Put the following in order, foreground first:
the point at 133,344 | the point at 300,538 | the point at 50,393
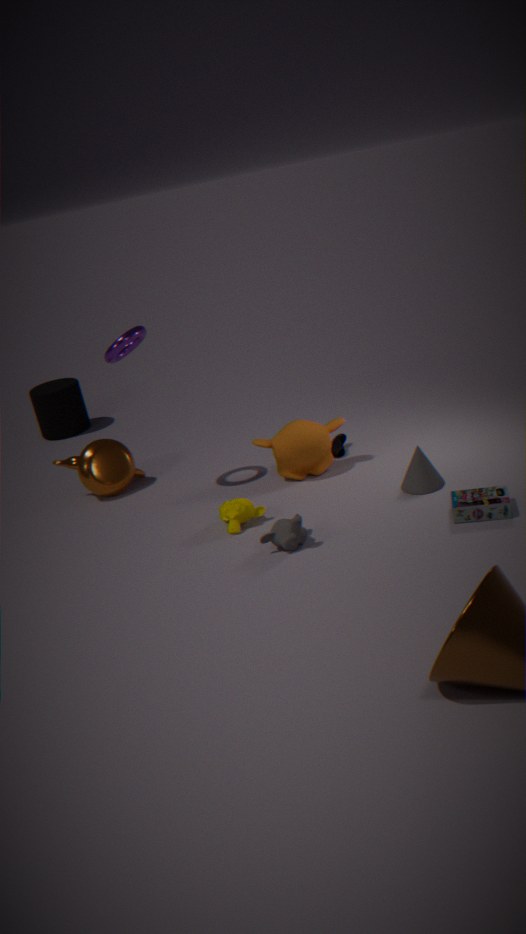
the point at 300,538 → the point at 133,344 → the point at 50,393
